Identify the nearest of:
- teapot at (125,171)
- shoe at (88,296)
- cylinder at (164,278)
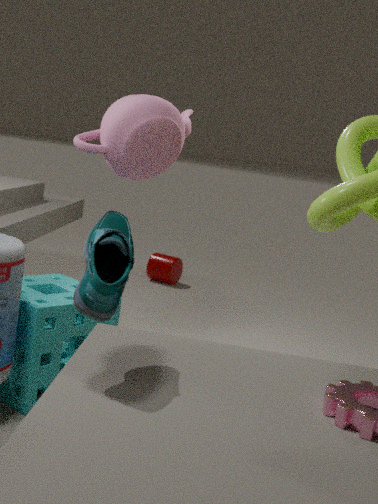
shoe at (88,296)
